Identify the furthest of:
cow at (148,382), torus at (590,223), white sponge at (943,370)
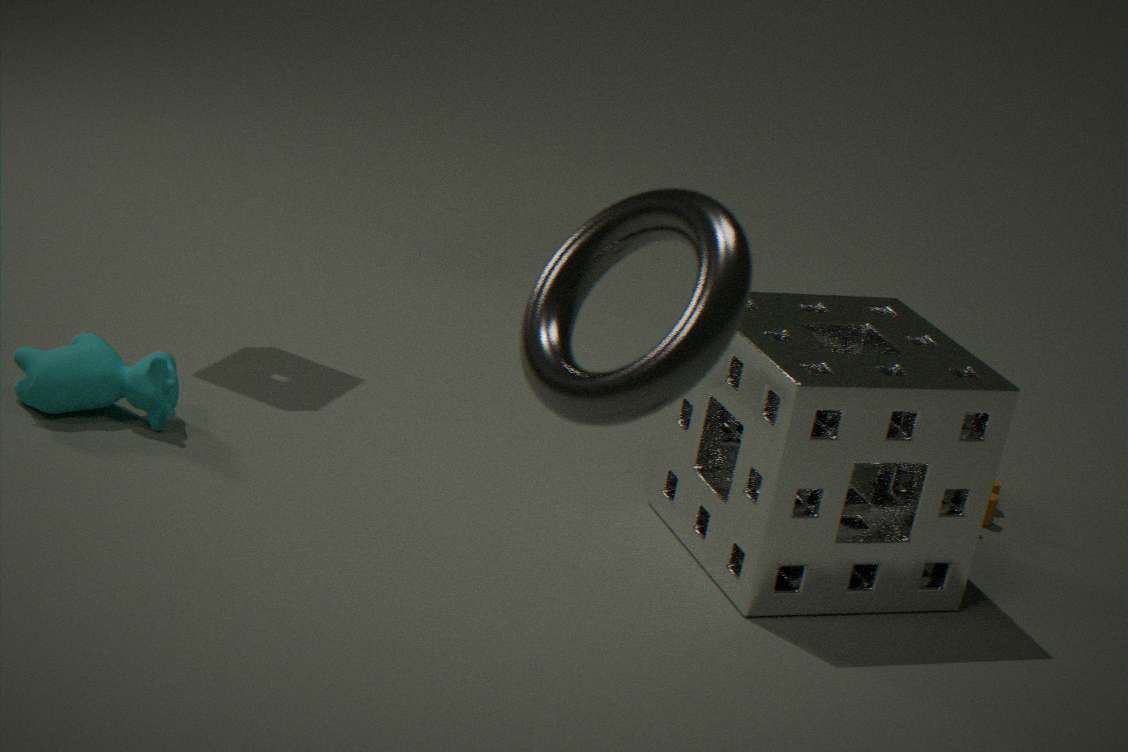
cow at (148,382)
